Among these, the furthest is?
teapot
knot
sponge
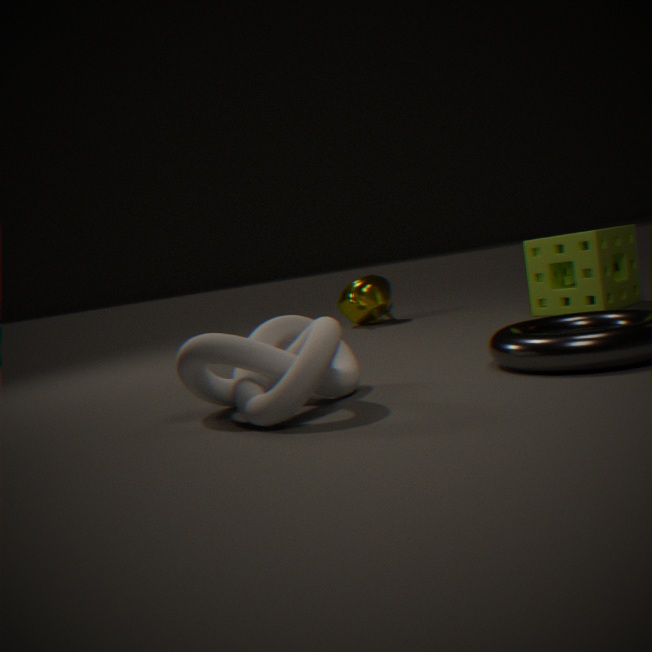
teapot
